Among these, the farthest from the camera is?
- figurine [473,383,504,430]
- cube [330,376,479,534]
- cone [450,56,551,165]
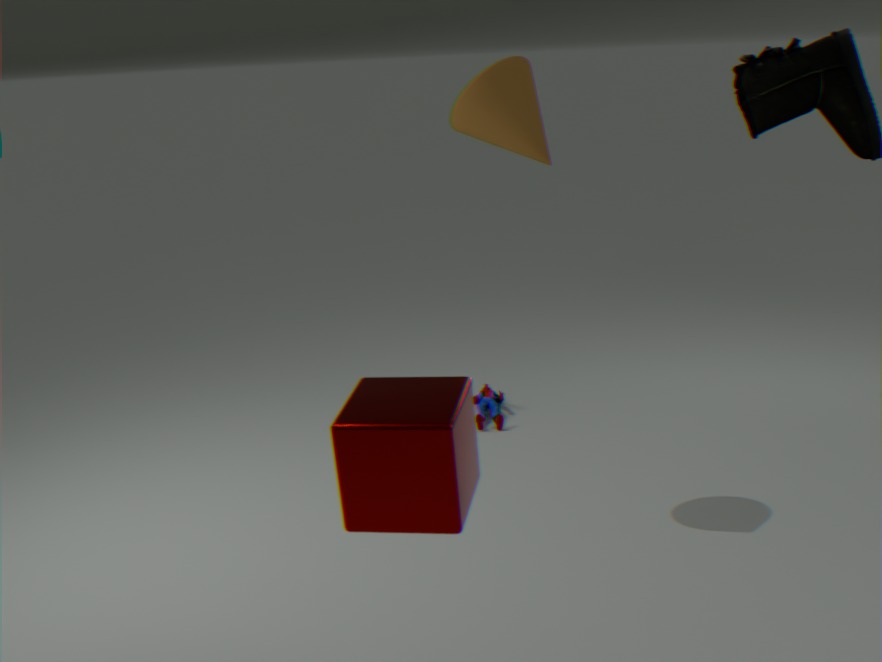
figurine [473,383,504,430]
